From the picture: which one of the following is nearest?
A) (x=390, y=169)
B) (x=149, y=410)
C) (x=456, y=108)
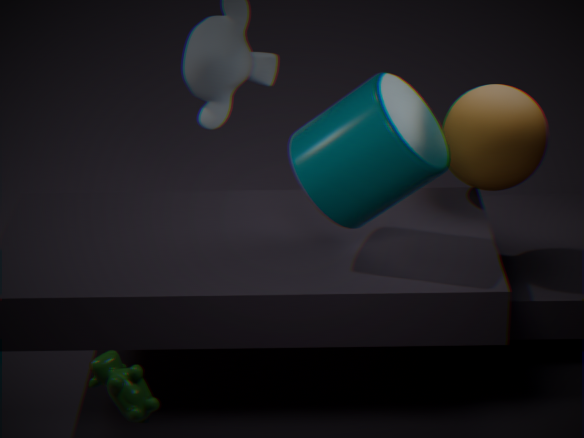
(x=149, y=410)
